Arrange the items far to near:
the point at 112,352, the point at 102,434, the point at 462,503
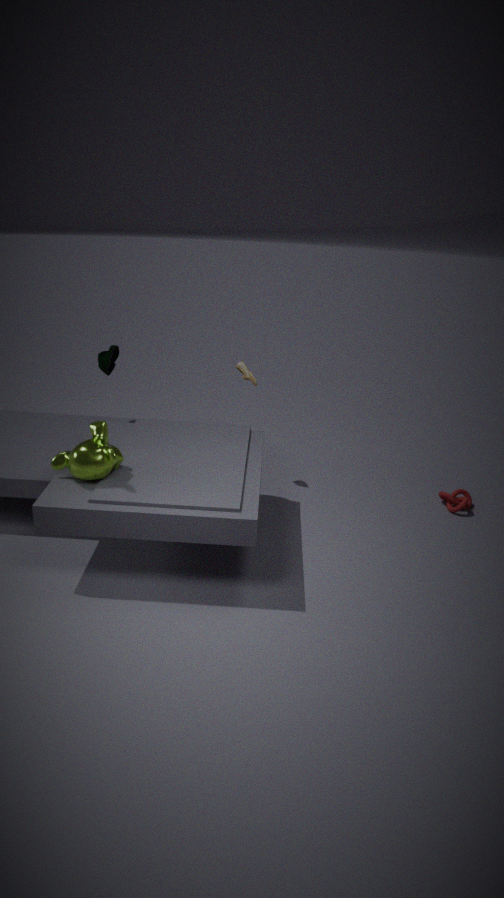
the point at 112,352, the point at 462,503, the point at 102,434
